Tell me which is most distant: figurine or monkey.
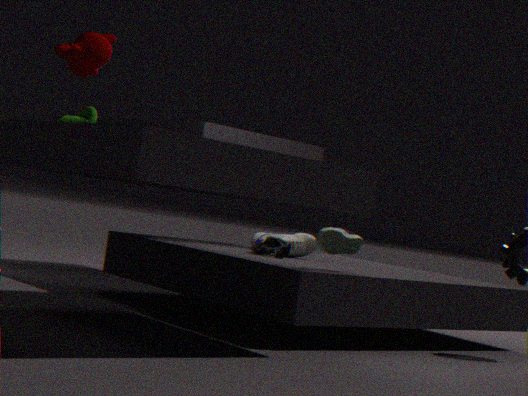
figurine
